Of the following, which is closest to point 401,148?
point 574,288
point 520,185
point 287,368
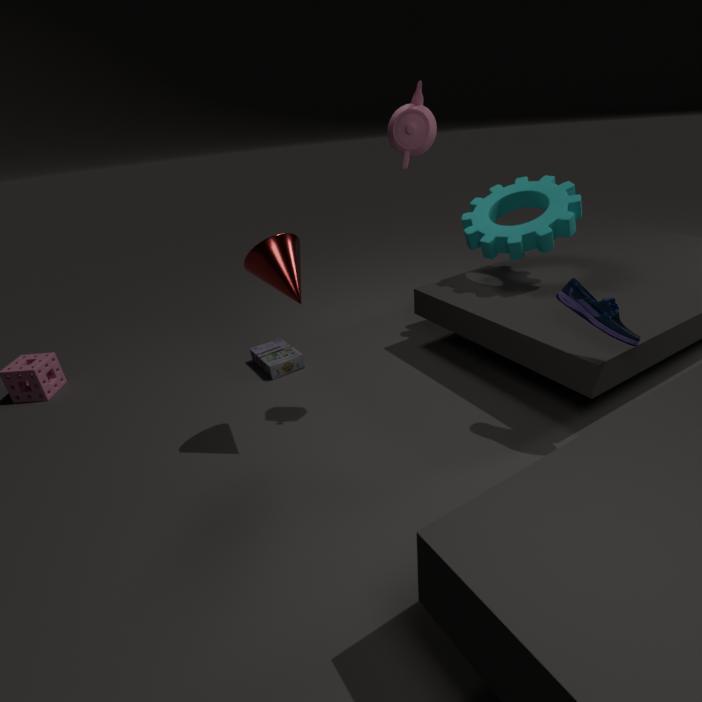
point 574,288
